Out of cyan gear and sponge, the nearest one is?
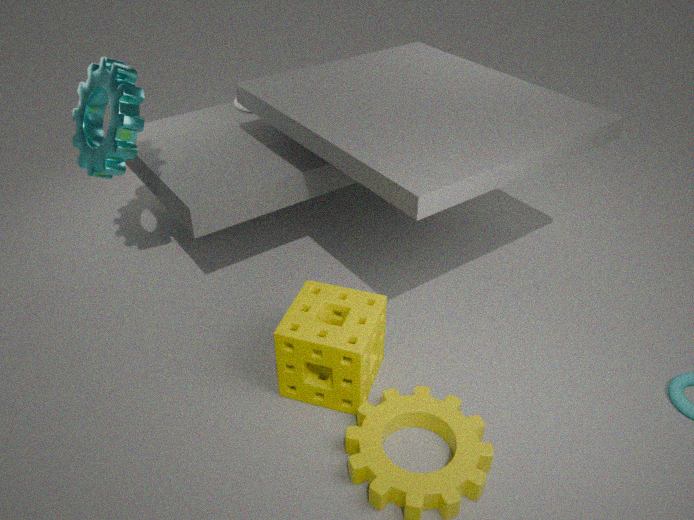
sponge
